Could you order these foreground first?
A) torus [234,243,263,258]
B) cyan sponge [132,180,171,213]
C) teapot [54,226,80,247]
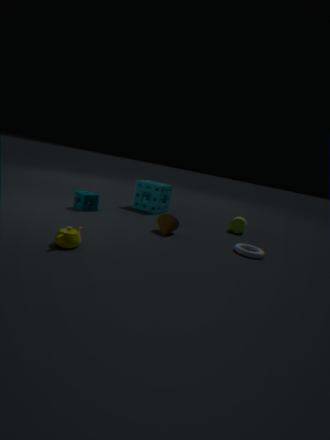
teapot [54,226,80,247] → torus [234,243,263,258] → cyan sponge [132,180,171,213]
